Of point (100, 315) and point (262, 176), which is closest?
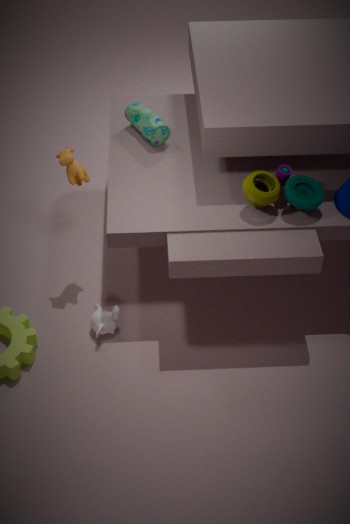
point (262, 176)
